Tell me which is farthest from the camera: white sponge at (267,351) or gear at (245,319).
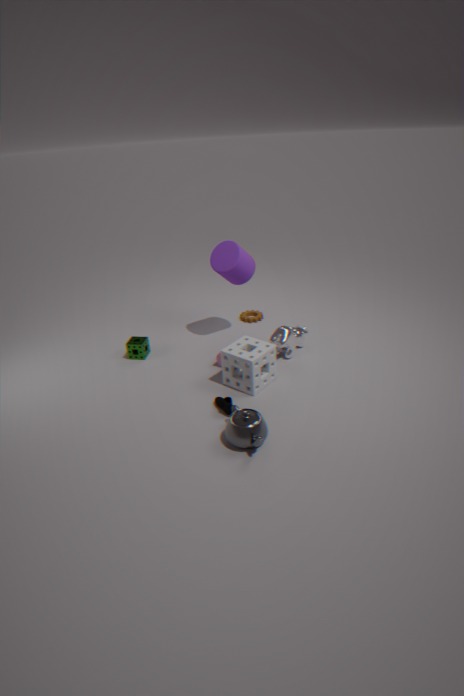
gear at (245,319)
